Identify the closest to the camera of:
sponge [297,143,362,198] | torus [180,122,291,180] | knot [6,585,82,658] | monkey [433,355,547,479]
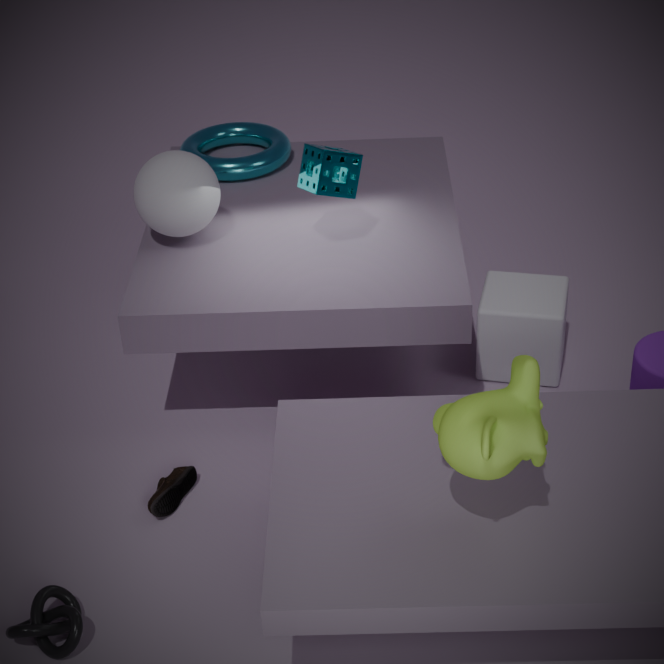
monkey [433,355,547,479]
